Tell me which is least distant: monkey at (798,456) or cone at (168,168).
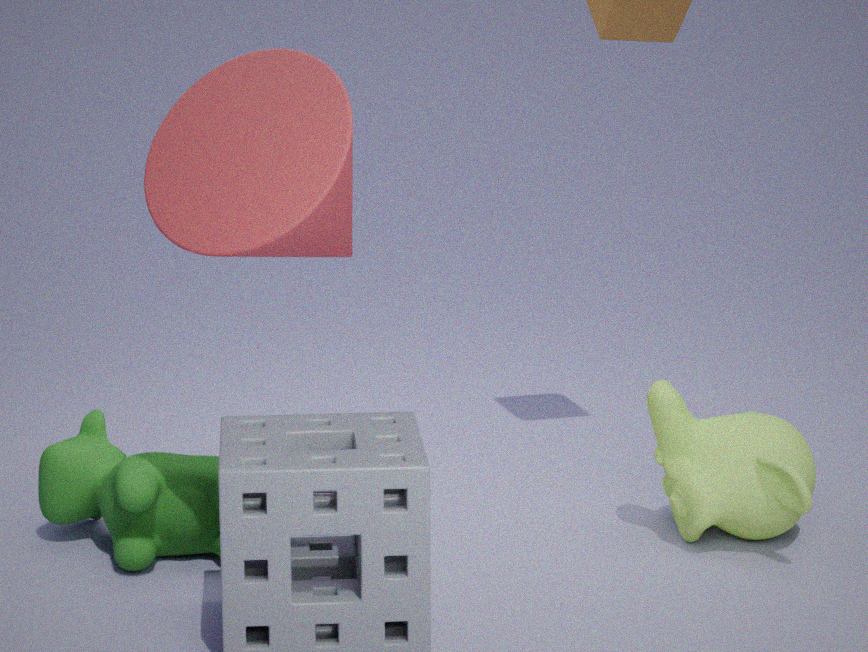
cone at (168,168)
